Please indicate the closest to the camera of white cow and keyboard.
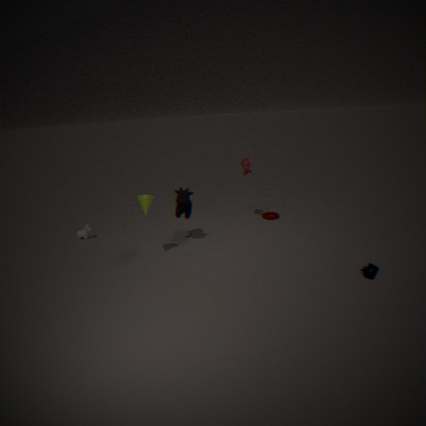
keyboard
